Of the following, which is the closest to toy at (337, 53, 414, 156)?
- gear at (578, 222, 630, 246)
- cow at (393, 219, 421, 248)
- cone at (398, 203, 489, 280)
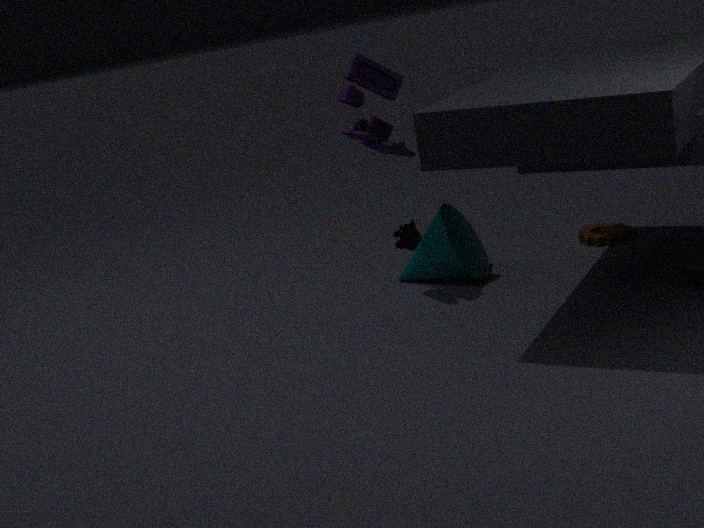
cone at (398, 203, 489, 280)
